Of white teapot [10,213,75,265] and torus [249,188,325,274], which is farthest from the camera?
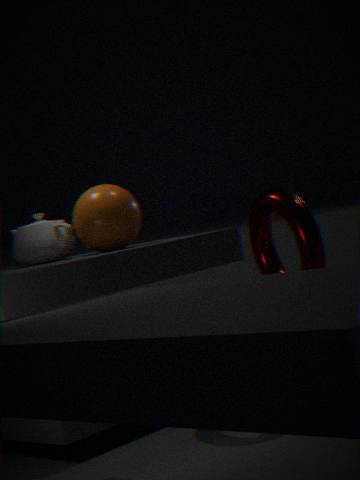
white teapot [10,213,75,265]
